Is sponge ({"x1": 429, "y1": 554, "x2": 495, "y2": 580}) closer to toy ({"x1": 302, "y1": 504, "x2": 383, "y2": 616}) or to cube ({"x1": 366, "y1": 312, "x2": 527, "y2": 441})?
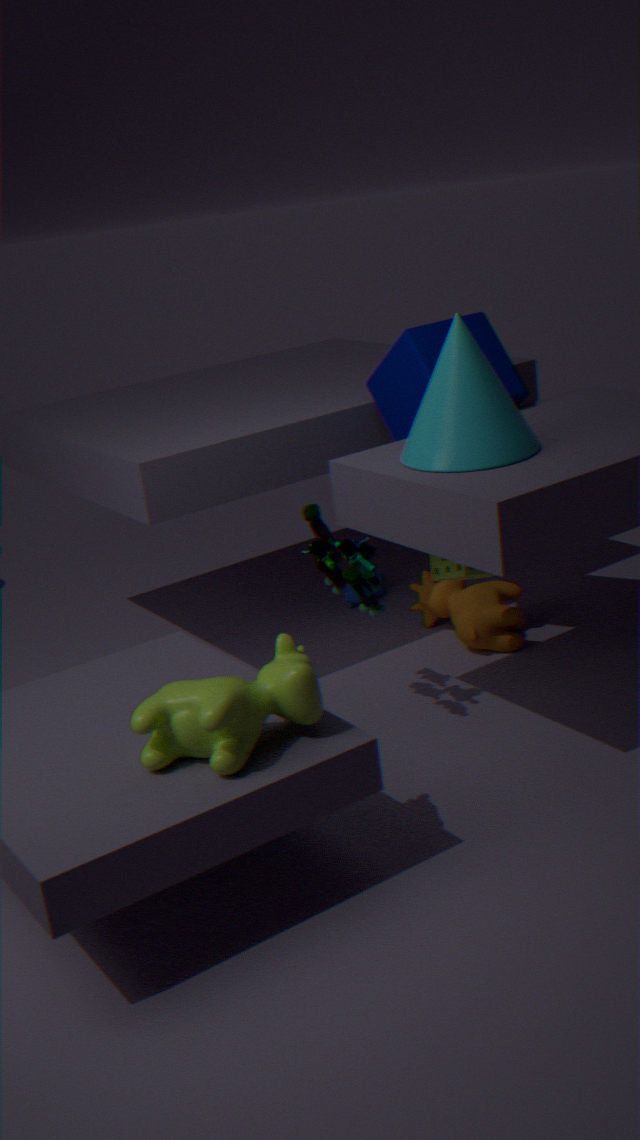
toy ({"x1": 302, "y1": 504, "x2": 383, "y2": 616})
